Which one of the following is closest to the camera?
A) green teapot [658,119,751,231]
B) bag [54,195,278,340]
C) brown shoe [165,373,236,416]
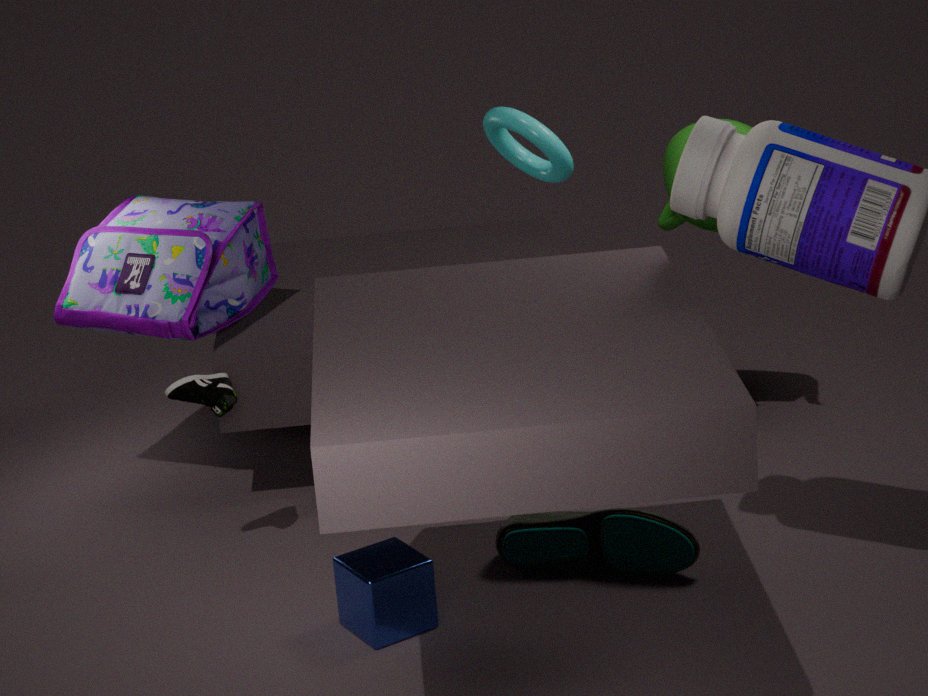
brown shoe [165,373,236,416]
